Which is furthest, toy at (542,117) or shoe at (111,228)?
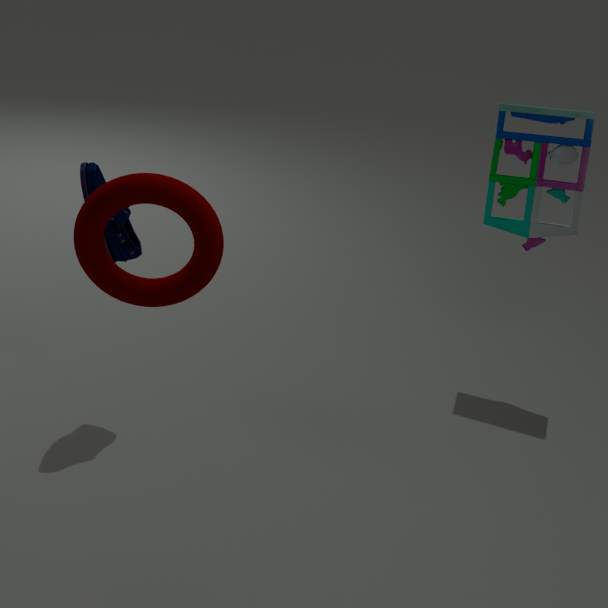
toy at (542,117)
